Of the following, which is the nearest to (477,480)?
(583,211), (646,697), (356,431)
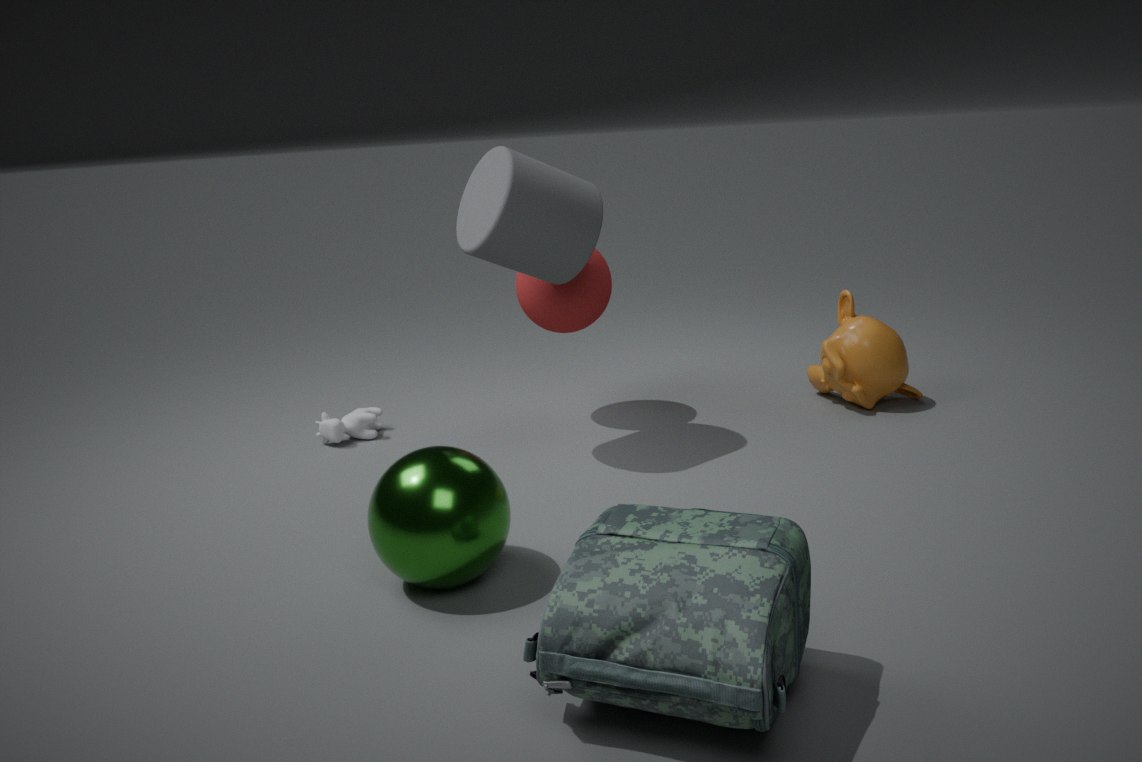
(646,697)
